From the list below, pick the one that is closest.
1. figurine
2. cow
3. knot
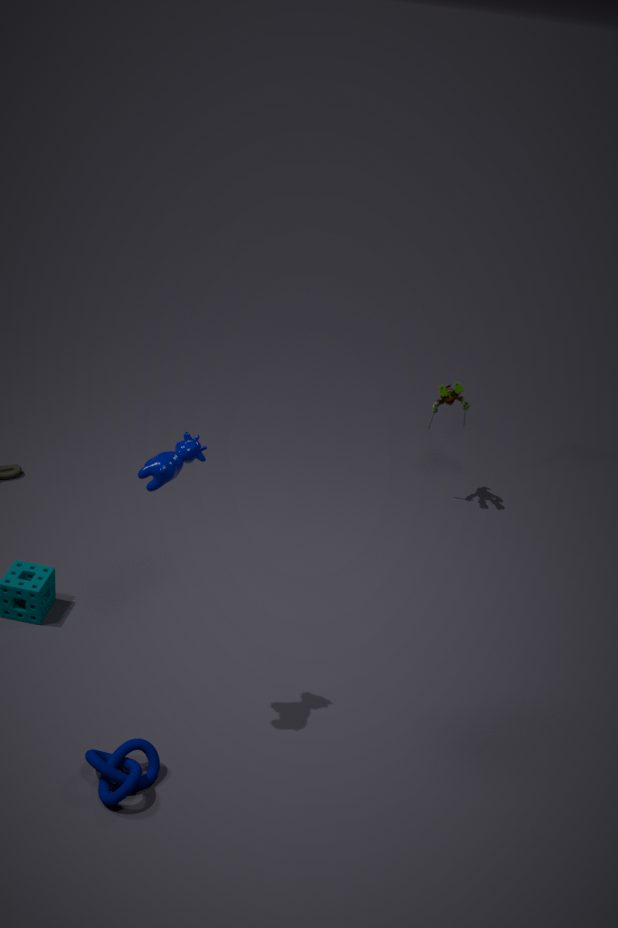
cow
